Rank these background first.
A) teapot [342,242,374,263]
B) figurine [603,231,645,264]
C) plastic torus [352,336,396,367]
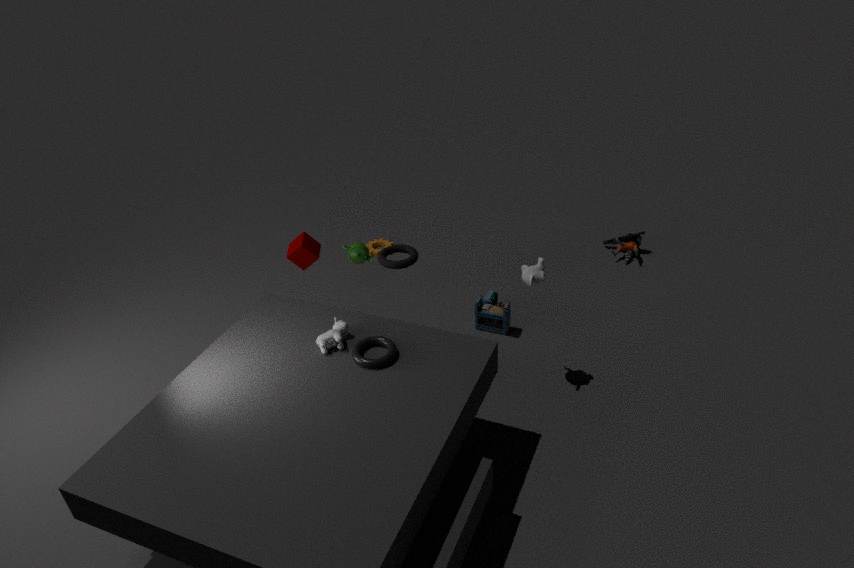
figurine [603,231,645,264]
teapot [342,242,374,263]
plastic torus [352,336,396,367]
